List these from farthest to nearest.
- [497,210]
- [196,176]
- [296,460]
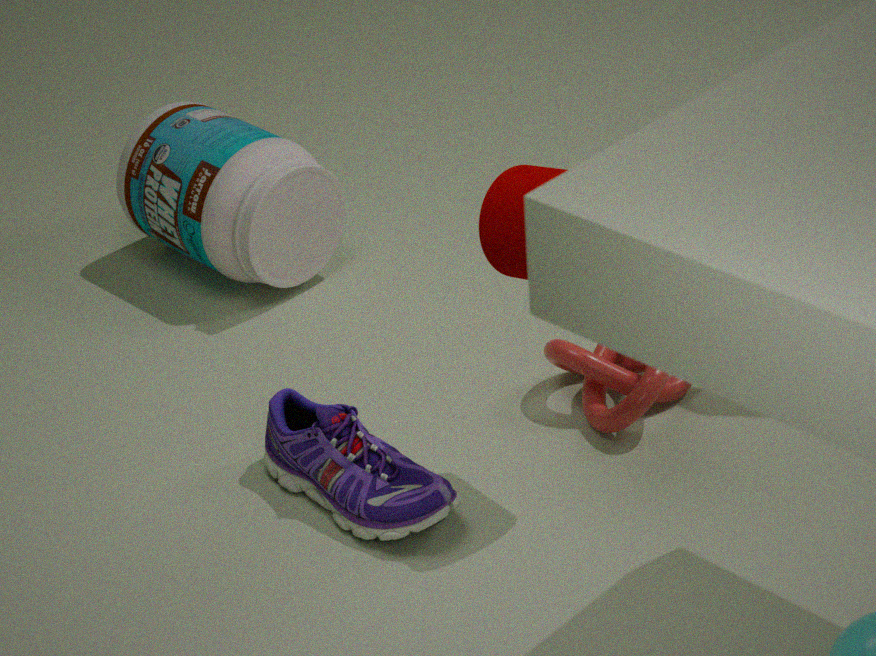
[196,176]
[296,460]
[497,210]
